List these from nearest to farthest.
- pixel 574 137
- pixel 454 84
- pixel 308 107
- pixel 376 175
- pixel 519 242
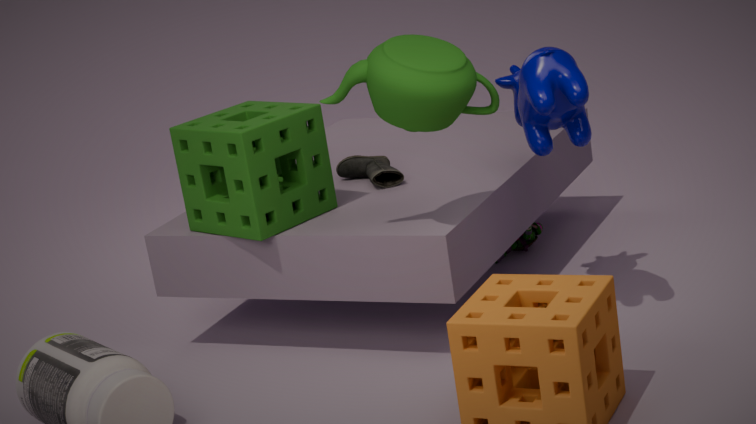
1. pixel 454 84
2. pixel 574 137
3. pixel 308 107
4. pixel 376 175
5. pixel 519 242
